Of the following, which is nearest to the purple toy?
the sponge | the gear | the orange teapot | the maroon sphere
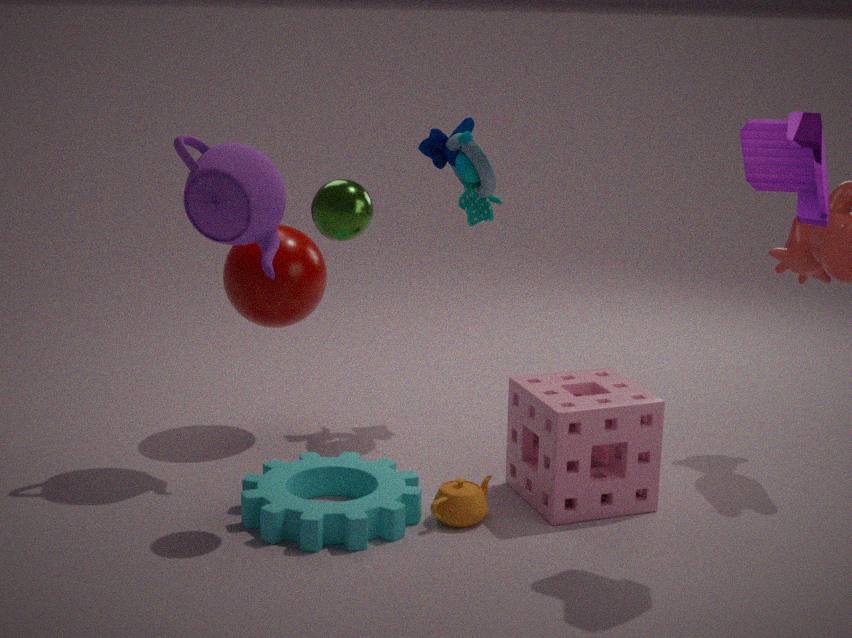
the sponge
